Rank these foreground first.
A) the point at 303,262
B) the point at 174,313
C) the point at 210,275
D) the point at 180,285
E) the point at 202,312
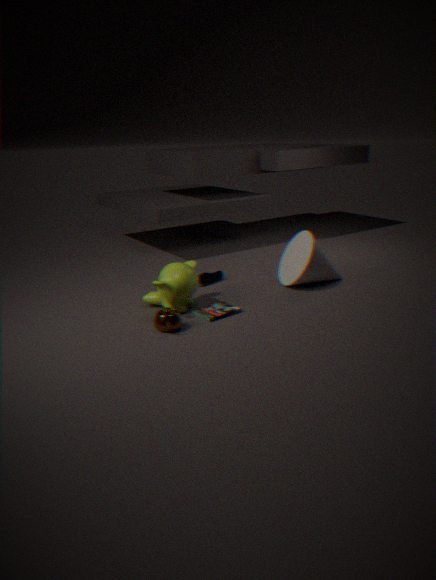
1. the point at 174,313
2. the point at 180,285
3. the point at 202,312
4. the point at 303,262
5. the point at 210,275
